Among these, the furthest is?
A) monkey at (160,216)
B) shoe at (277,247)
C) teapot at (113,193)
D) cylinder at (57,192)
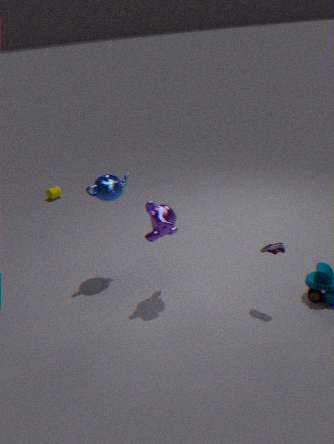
cylinder at (57,192)
